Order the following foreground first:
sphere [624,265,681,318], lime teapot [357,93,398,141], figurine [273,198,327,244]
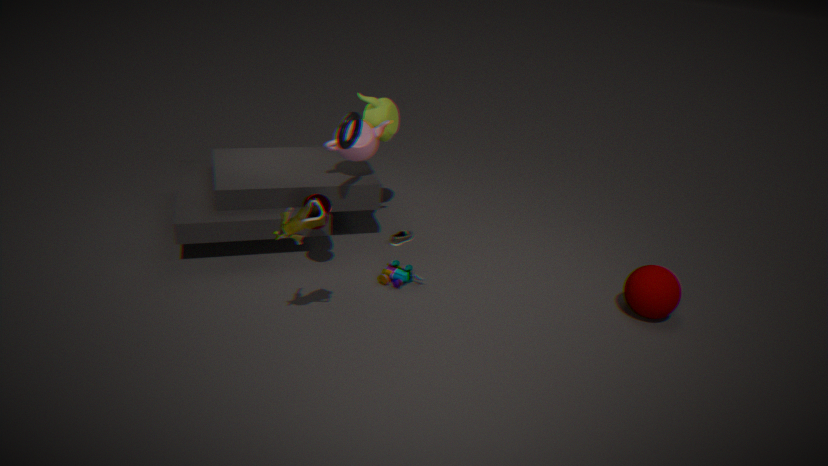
1. figurine [273,198,327,244]
2. sphere [624,265,681,318]
3. lime teapot [357,93,398,141]
